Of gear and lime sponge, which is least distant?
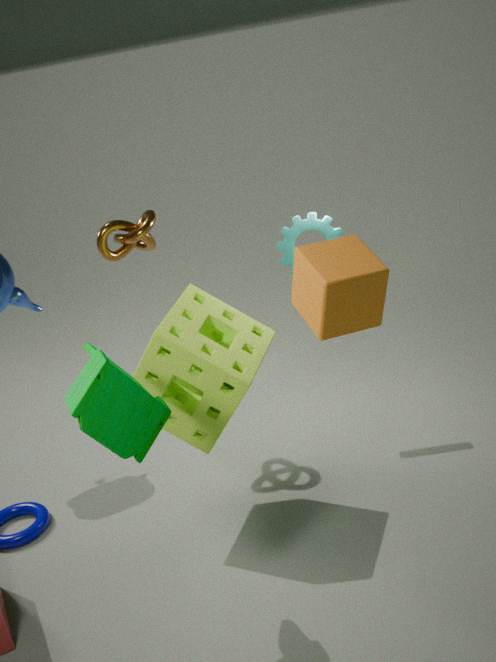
lime sponge
